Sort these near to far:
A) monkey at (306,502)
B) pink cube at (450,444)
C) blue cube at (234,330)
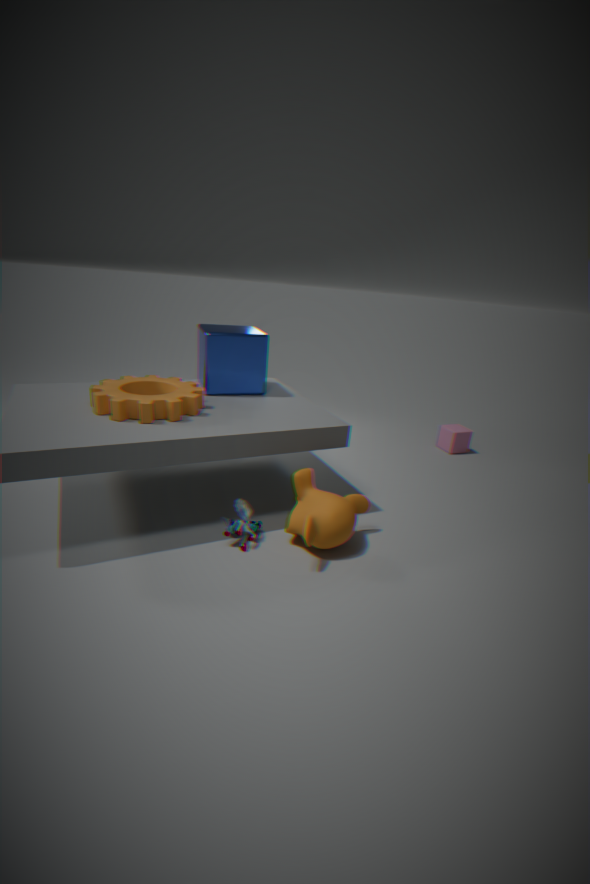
1. monkey at (306,502)
2. blue cube at (234,330)
3. pink cube at (450,444)
